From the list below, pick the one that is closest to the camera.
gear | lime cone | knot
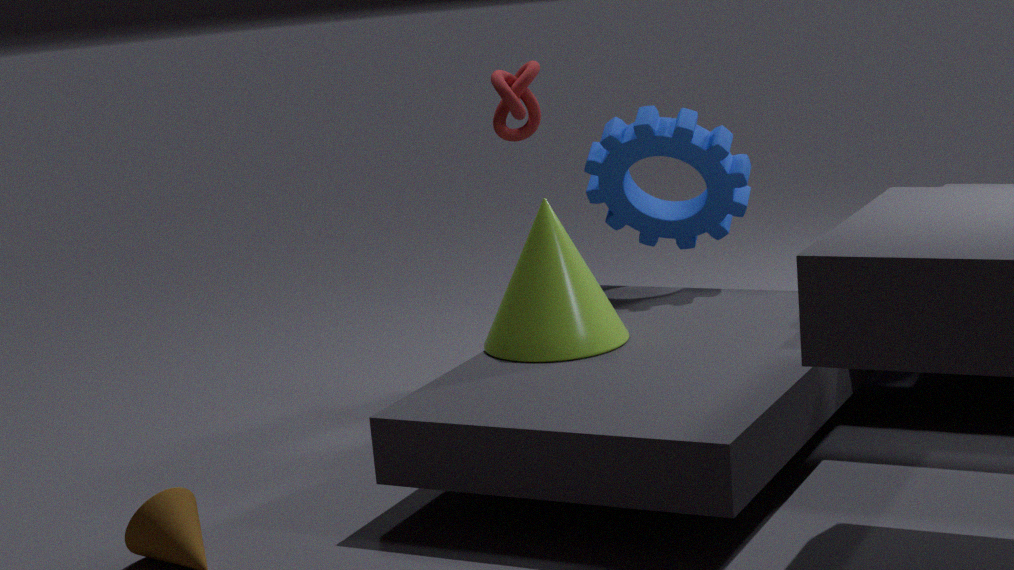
lime cone
